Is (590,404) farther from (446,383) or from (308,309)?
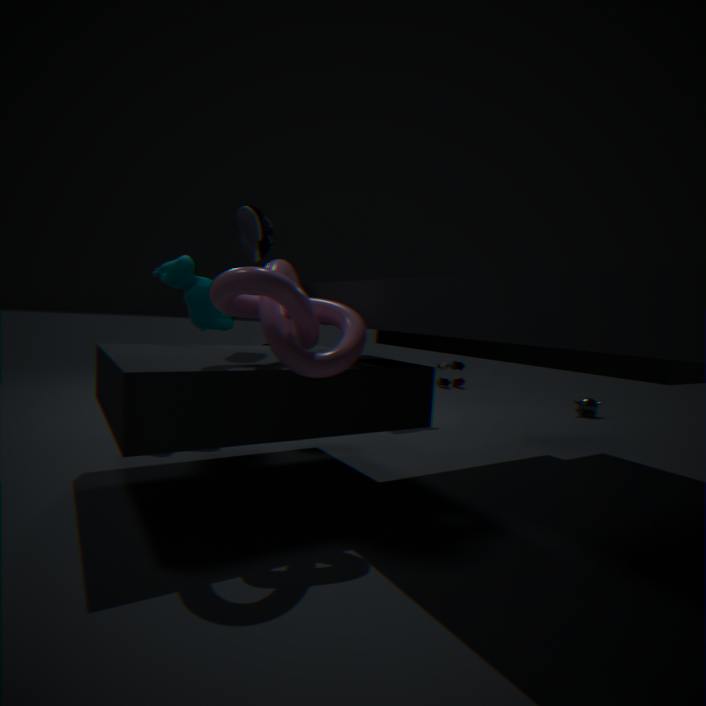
(308,309)
